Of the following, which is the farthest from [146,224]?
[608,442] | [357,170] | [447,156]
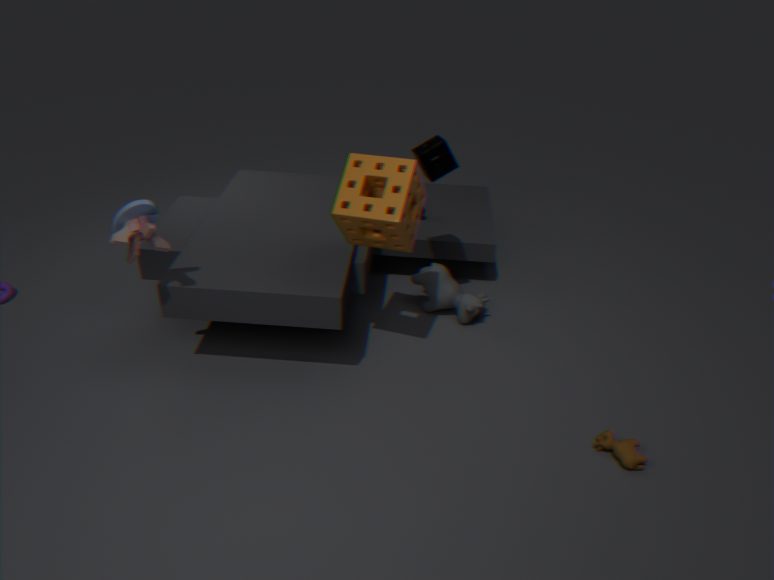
[608,442]
